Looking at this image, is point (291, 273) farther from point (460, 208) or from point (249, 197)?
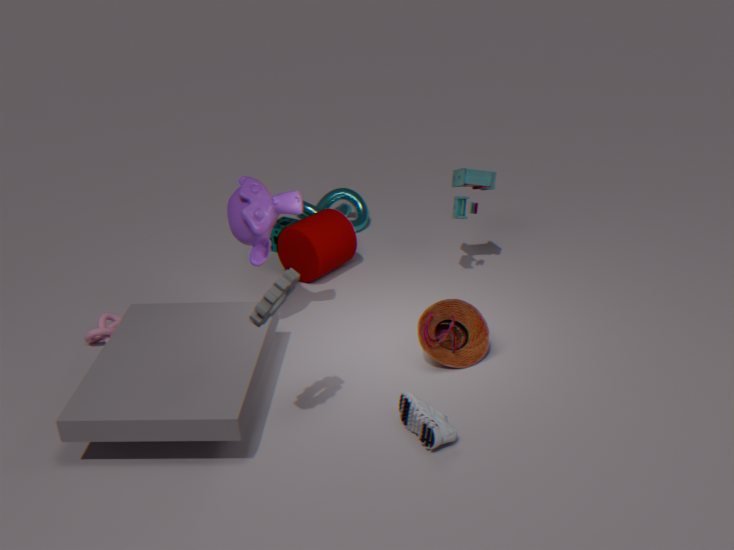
point (460, 208)
